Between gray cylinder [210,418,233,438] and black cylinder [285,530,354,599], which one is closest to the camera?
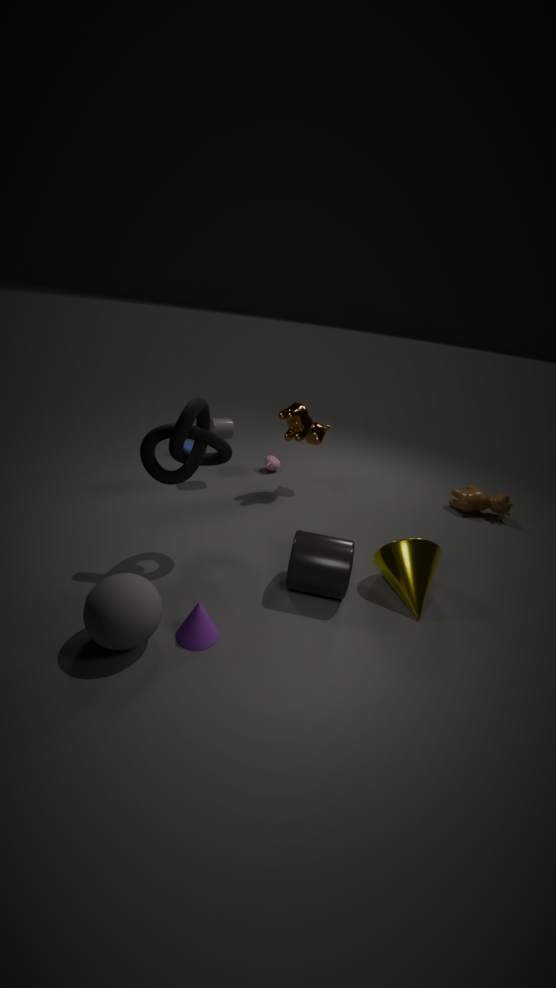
black cylinder [285,530,354,599]
